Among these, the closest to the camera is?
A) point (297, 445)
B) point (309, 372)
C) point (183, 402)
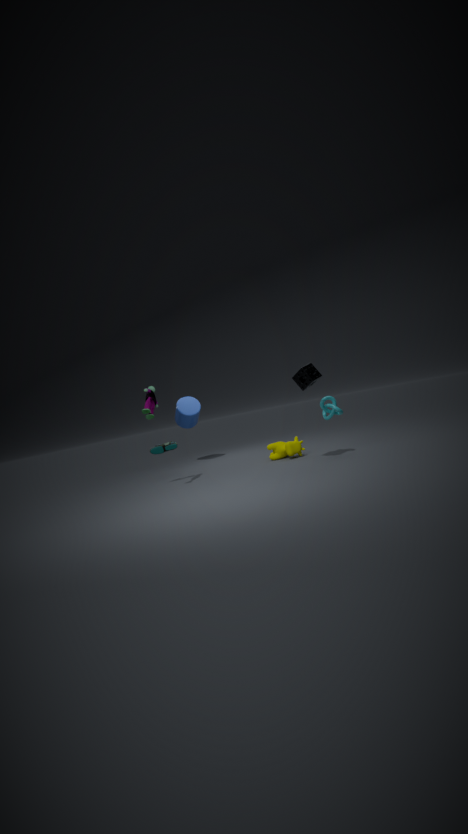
point (309, 372)
